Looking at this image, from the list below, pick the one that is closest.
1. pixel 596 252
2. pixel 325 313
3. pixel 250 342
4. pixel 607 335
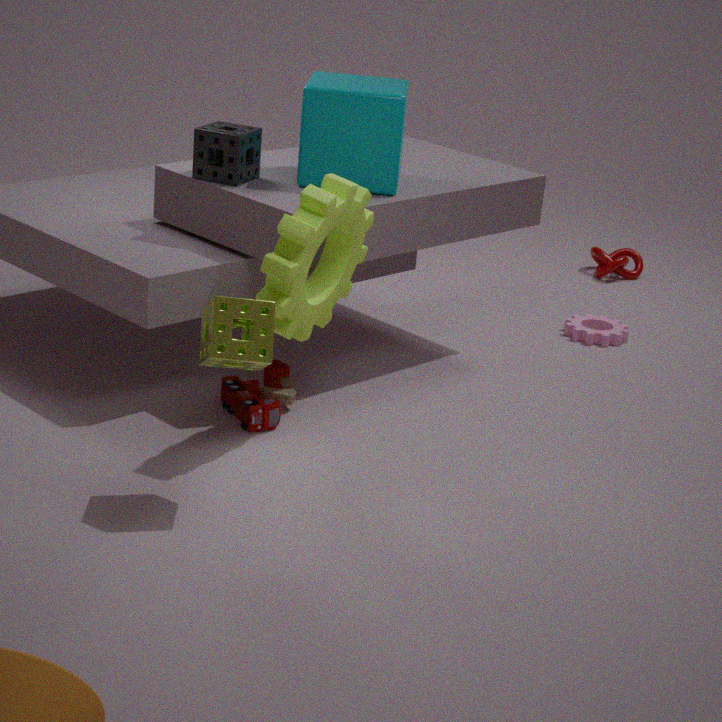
pixel 250 342
